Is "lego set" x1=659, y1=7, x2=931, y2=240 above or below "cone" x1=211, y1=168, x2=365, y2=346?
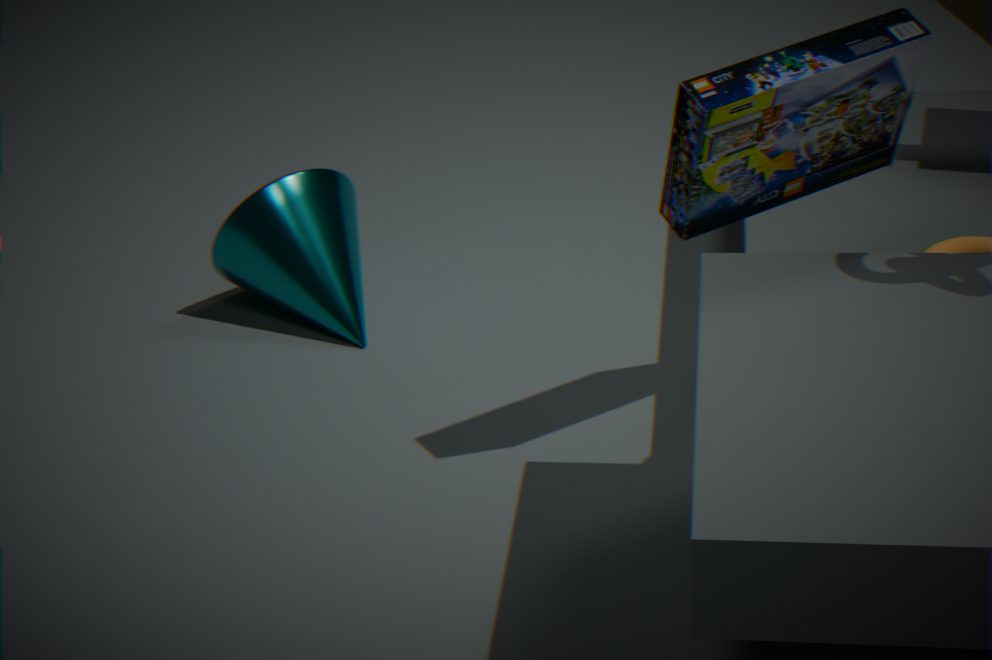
above
